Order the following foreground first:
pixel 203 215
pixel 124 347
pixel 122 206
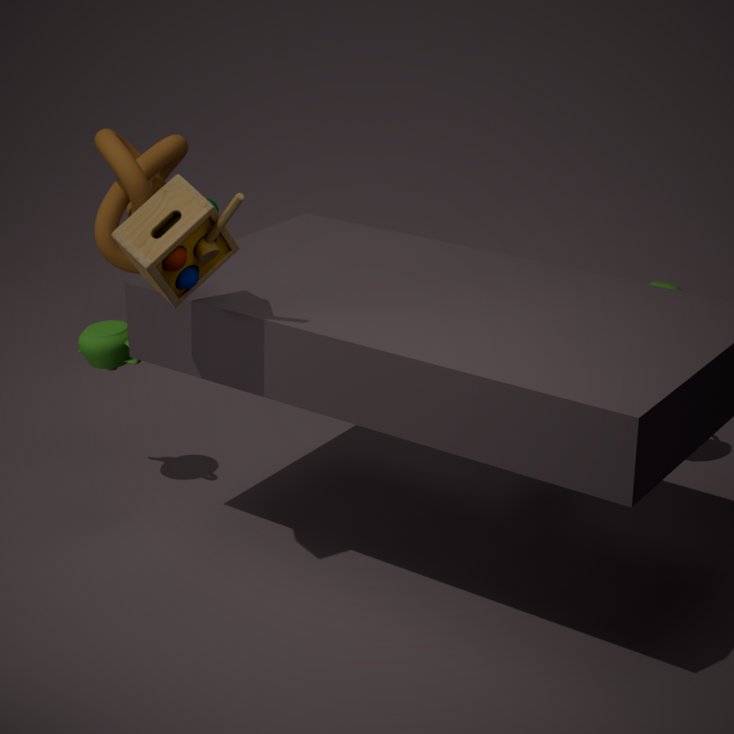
pixel 203 215
pixel 124 347
pixel 122 206
